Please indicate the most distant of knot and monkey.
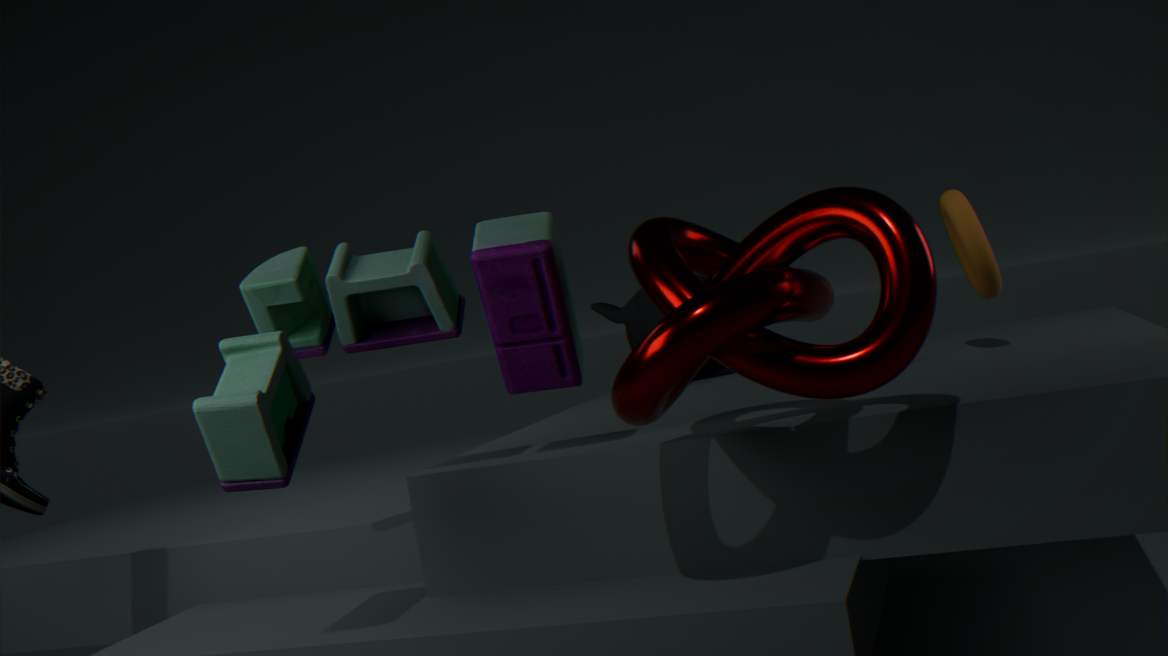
monkey
